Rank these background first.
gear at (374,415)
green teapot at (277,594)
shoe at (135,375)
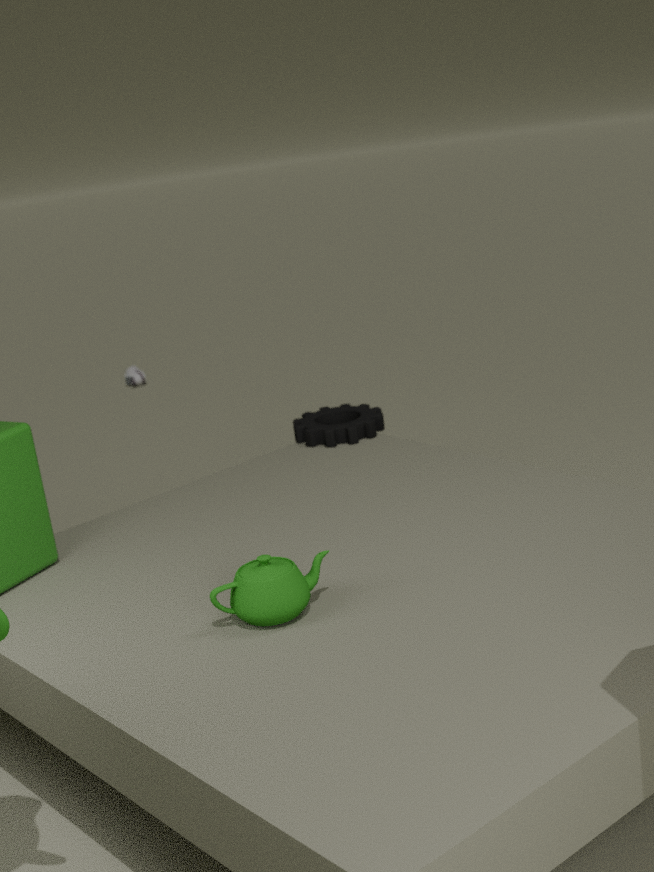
shoe at (135,375) → gear at (374,415) → green teapot at (277,594)
